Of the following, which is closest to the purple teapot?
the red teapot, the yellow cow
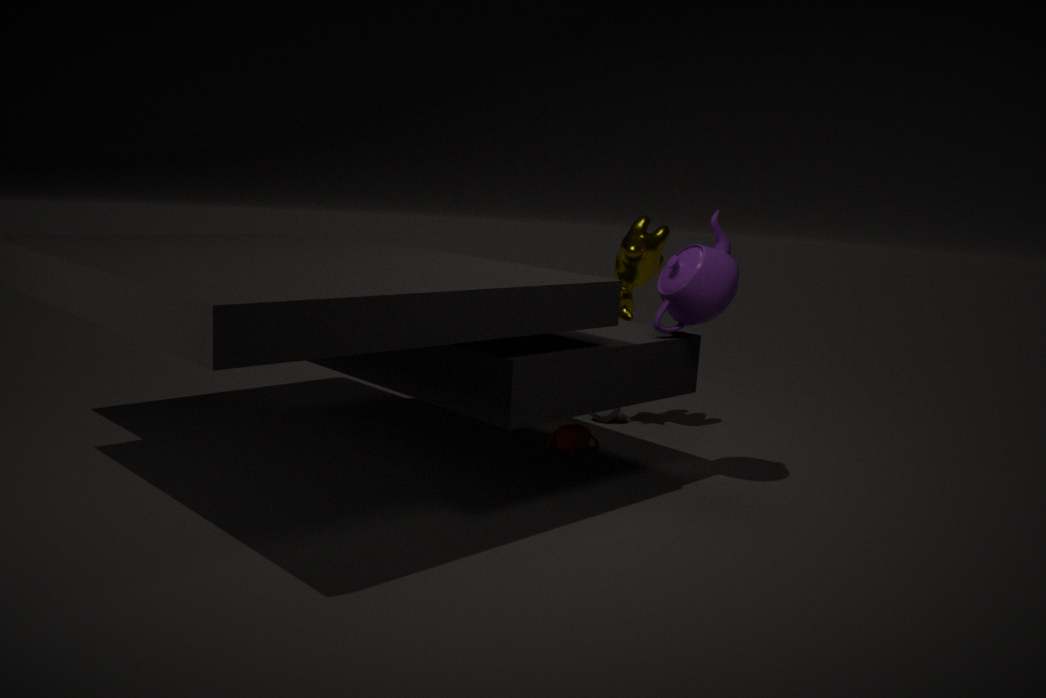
the yellow cow
